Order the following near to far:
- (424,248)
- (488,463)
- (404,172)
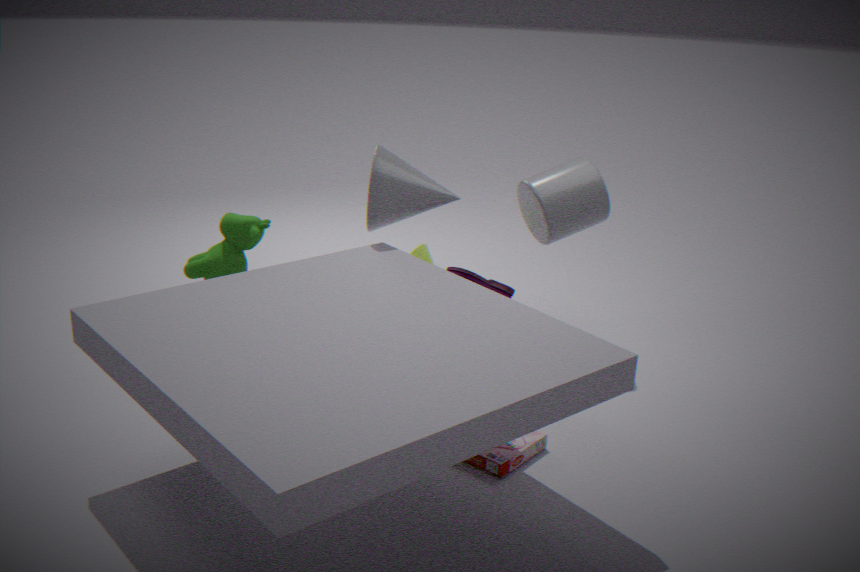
1. (488,463)
2. (404,172)
3. (424,248)
